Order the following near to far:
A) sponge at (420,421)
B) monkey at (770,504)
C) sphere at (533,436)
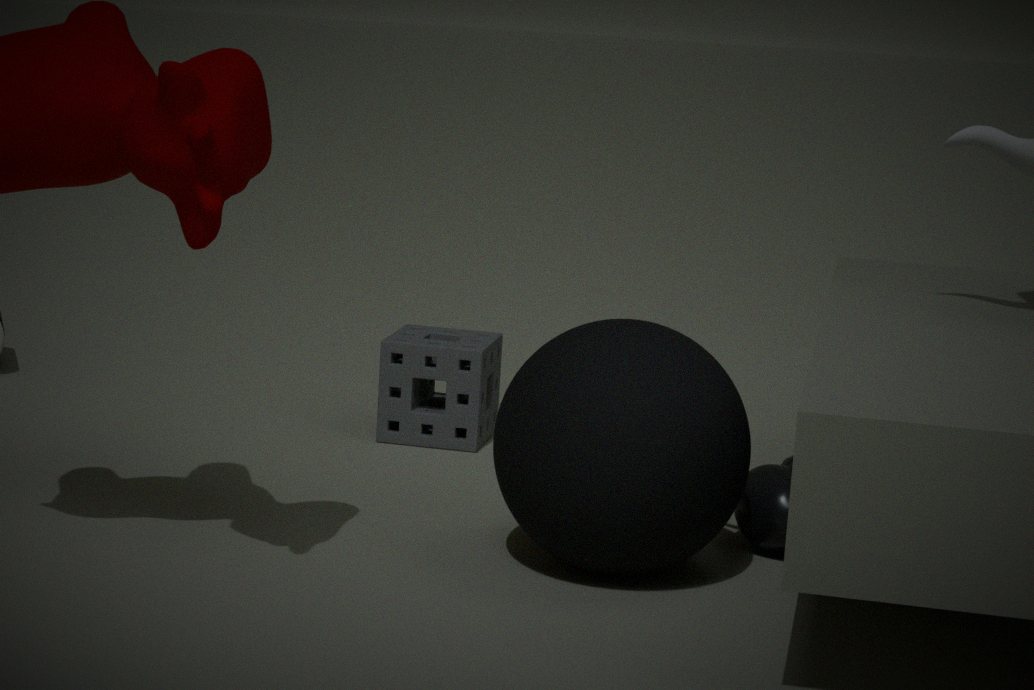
C. sphere at (533,436), B. monkey at (770,504), A. sponge at (420,421)
